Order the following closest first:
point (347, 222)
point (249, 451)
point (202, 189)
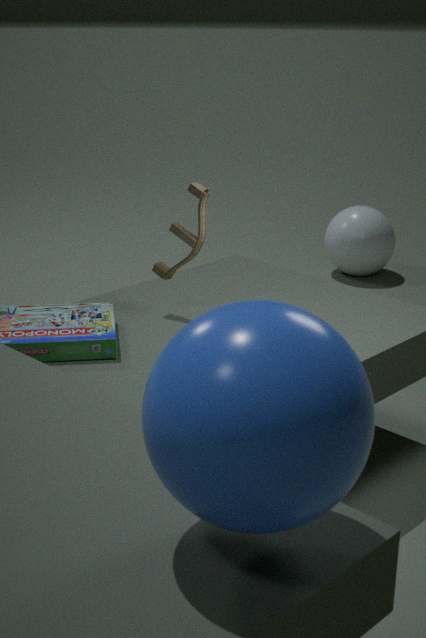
1. point (249, 451)
2. point (202, 189)
3. point (347, 222)
